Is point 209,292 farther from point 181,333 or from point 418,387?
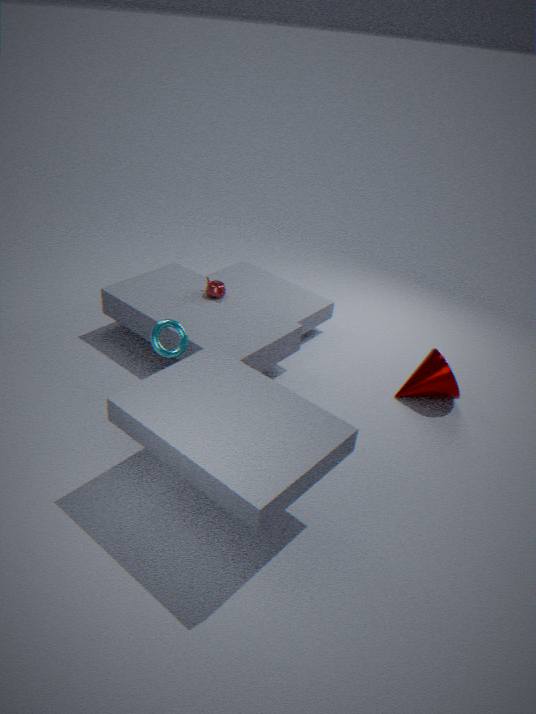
point 418,387
